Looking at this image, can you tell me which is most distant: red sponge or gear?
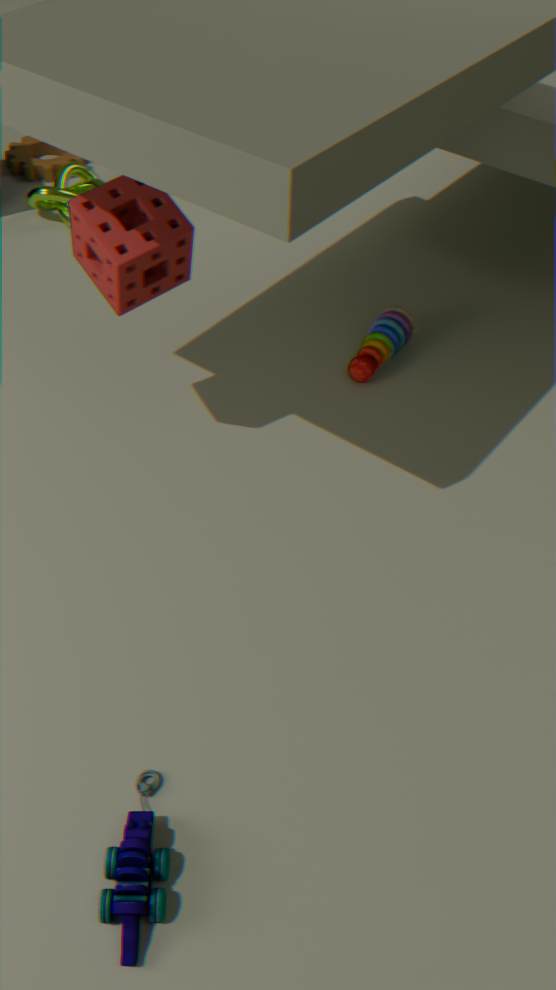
gear
